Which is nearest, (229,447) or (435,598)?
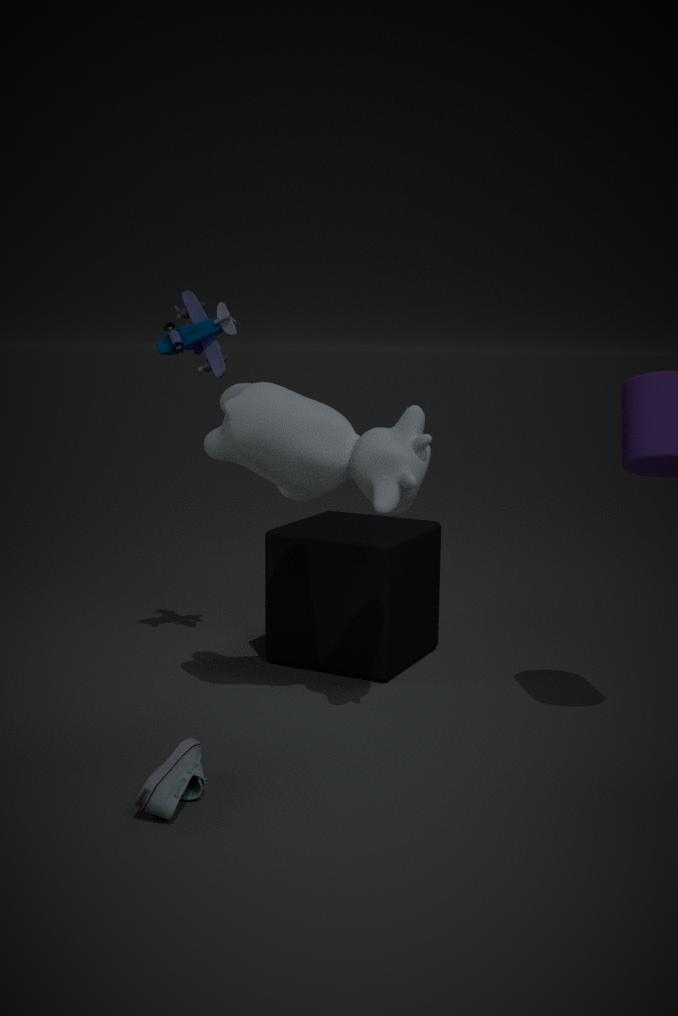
(229,447)
